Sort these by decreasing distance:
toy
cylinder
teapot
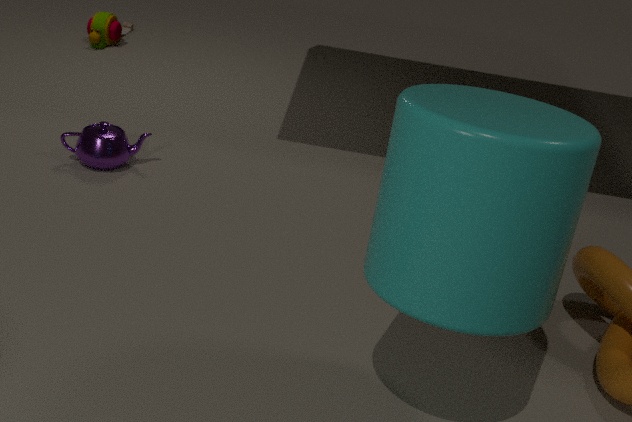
toy < teapot < cylinder
